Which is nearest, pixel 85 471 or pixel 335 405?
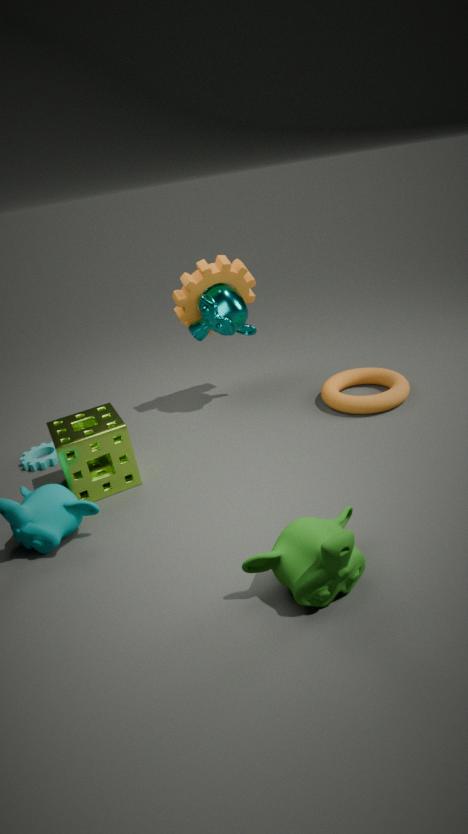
pixel 85 471
